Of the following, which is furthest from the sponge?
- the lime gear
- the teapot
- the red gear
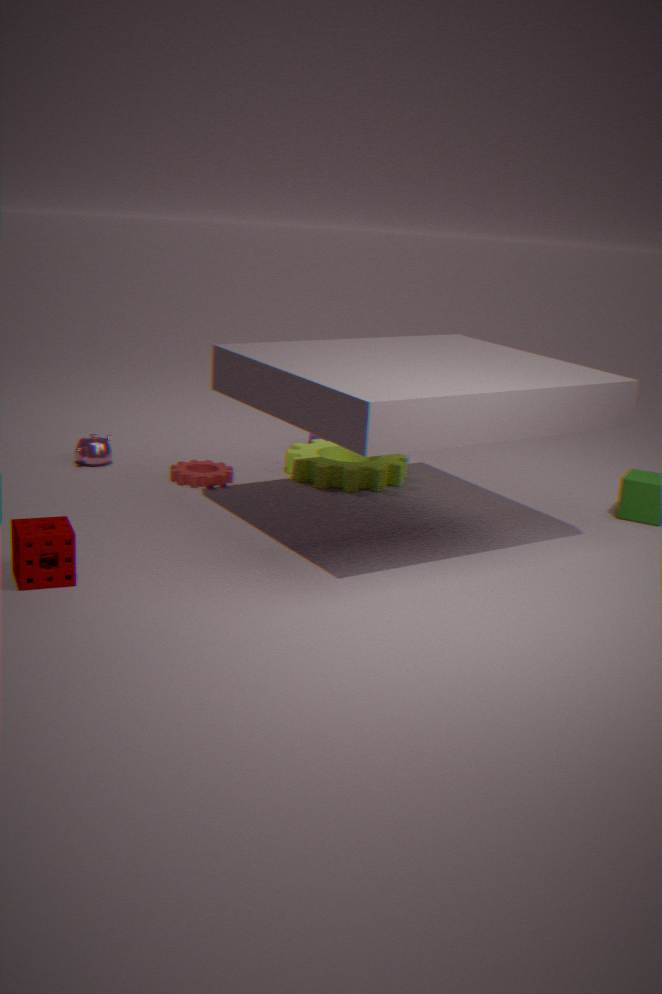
the lime gear
